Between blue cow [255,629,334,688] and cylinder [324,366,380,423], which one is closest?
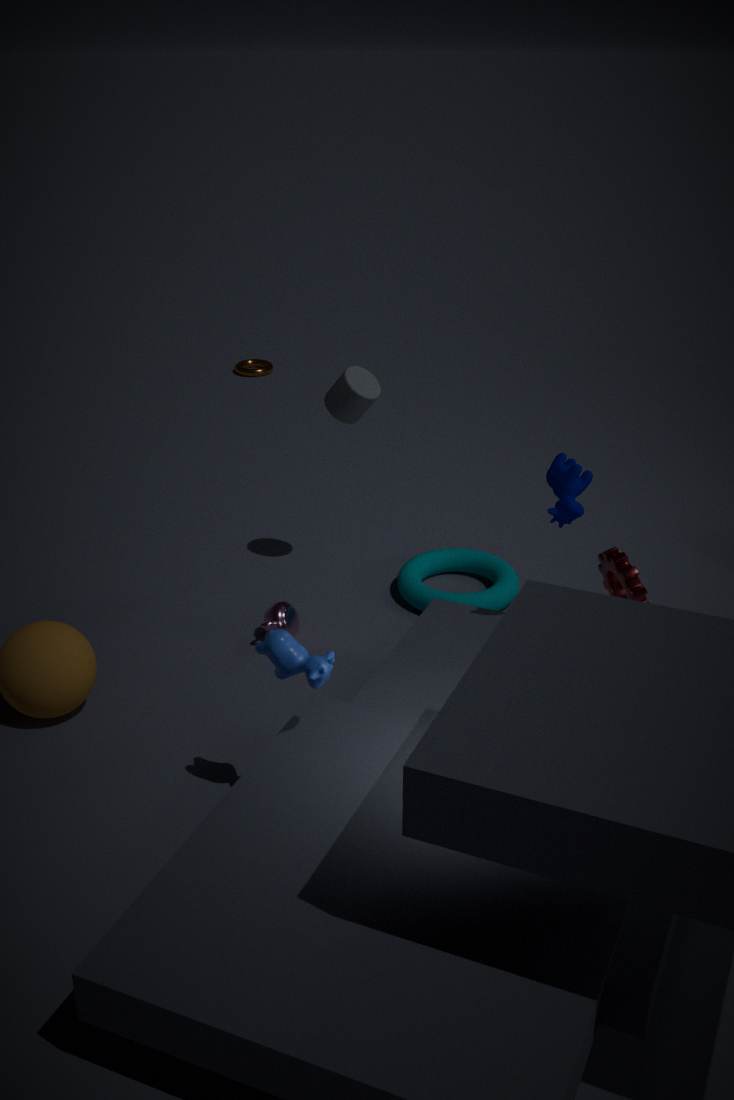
blue cow [255,629,334,688]
